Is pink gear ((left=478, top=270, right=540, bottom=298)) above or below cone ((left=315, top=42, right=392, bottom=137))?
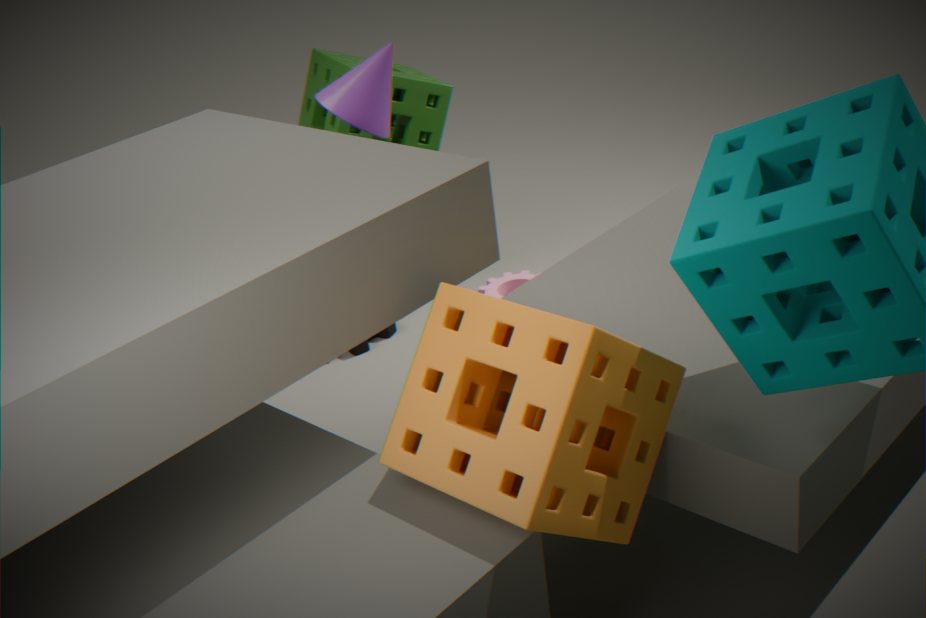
below
